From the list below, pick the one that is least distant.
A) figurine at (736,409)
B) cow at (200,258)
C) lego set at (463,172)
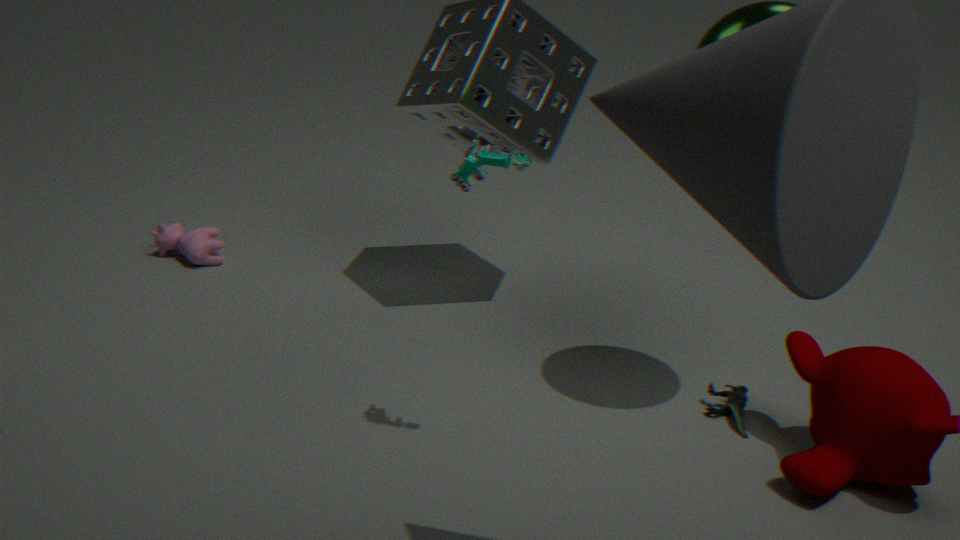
lego set at (463,172)
